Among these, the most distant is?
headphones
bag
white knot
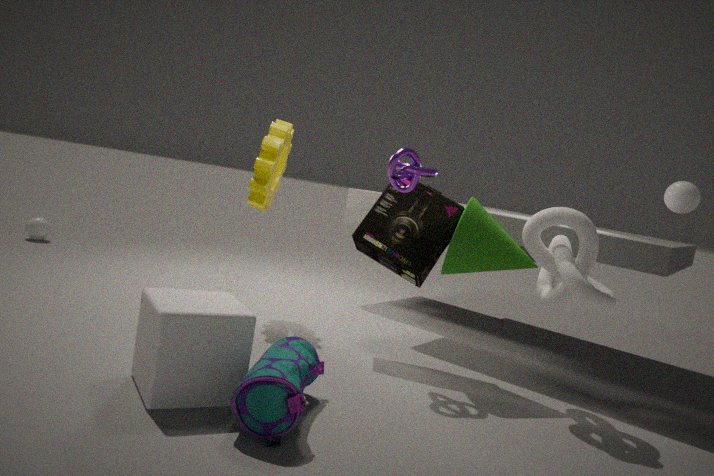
headphones
